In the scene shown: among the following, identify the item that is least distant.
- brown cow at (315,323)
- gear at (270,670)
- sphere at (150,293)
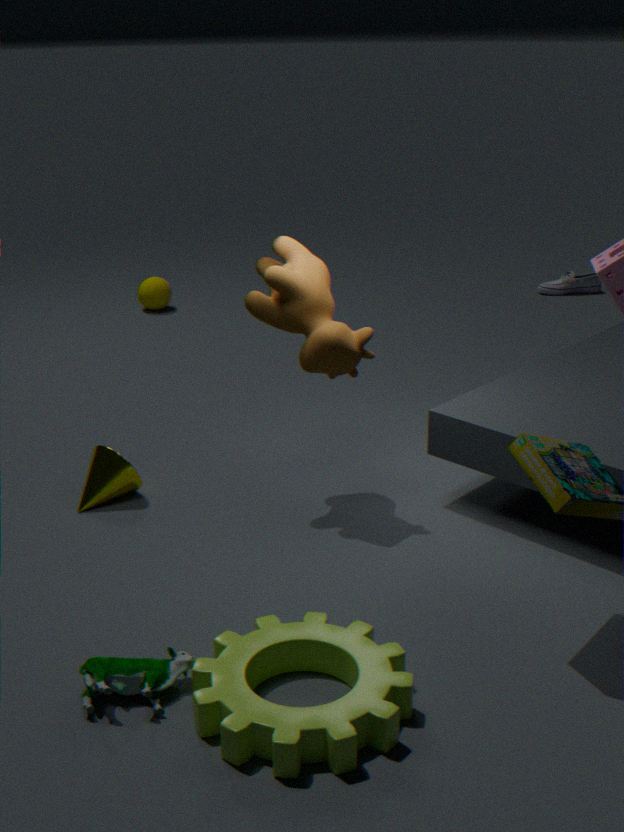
gear at (270,670)
